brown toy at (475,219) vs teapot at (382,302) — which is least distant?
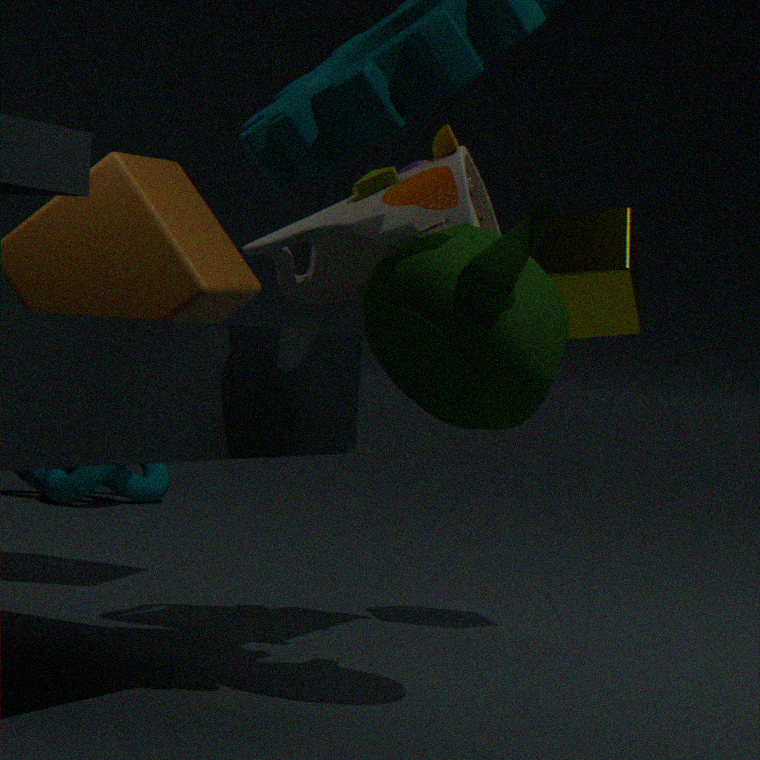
teapot at (382,302)
